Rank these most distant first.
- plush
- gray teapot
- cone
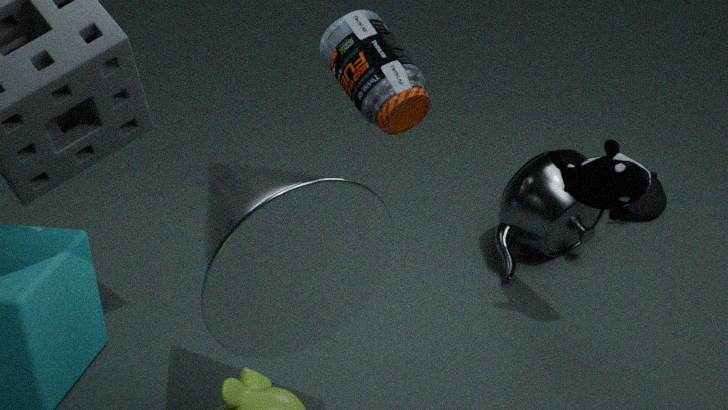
gray teapot → plush → cone
